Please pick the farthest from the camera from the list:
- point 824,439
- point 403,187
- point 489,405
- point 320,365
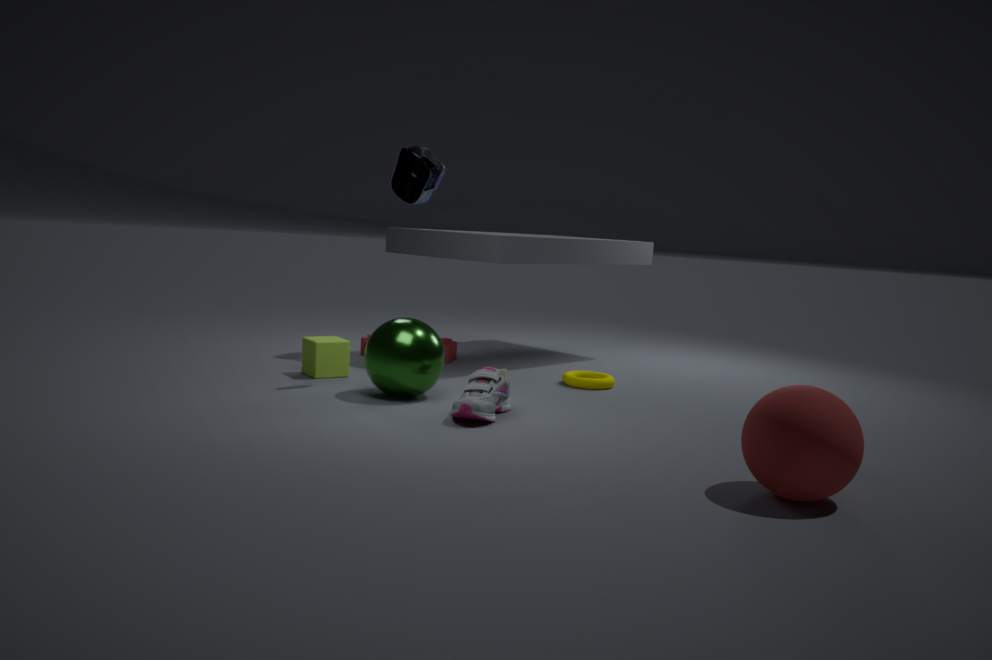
point 403,187
